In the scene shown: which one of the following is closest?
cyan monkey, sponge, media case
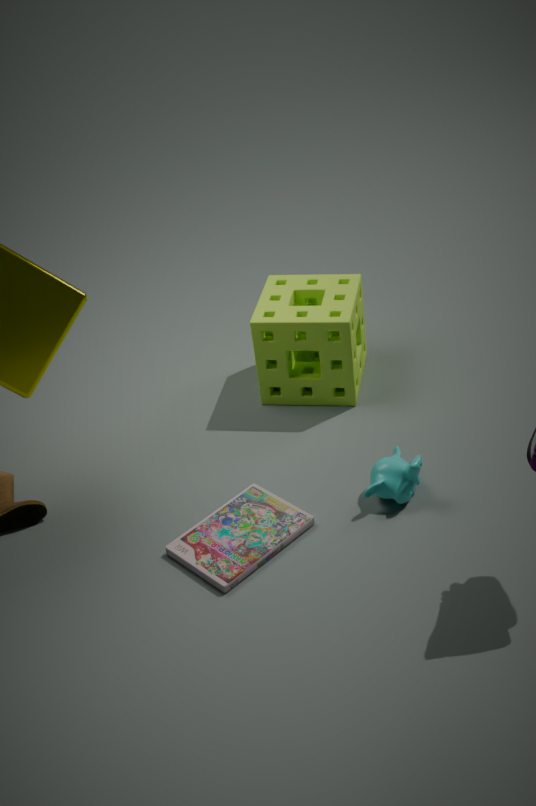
media case
